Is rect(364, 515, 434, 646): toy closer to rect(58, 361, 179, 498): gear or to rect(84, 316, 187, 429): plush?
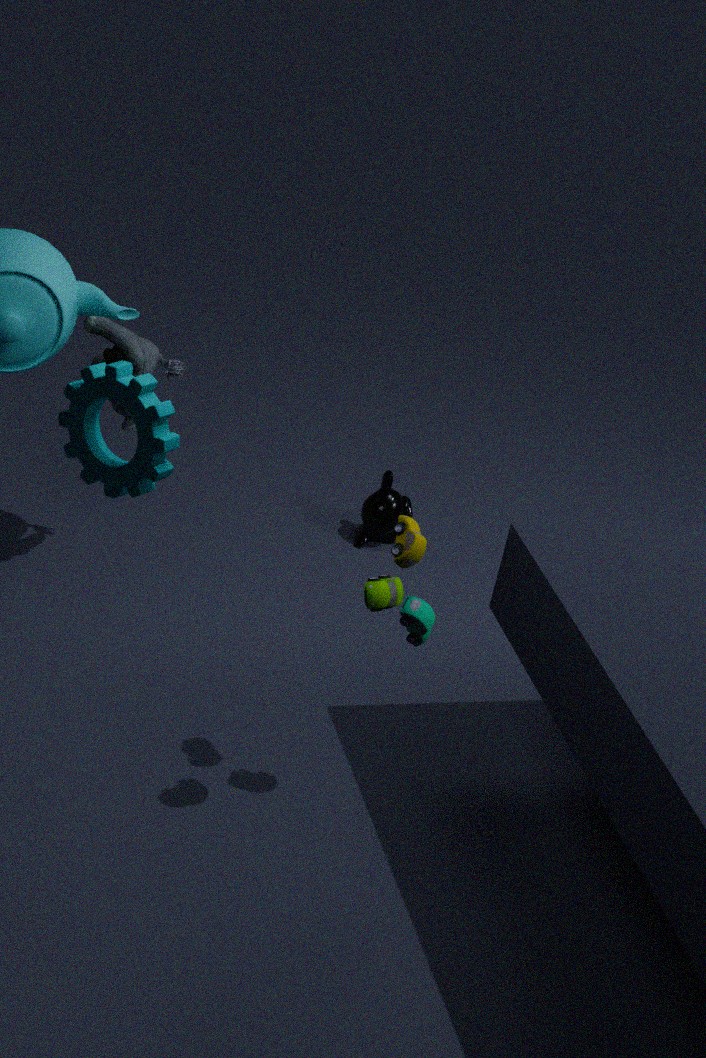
rect(58, 361, 179, 498): gear
